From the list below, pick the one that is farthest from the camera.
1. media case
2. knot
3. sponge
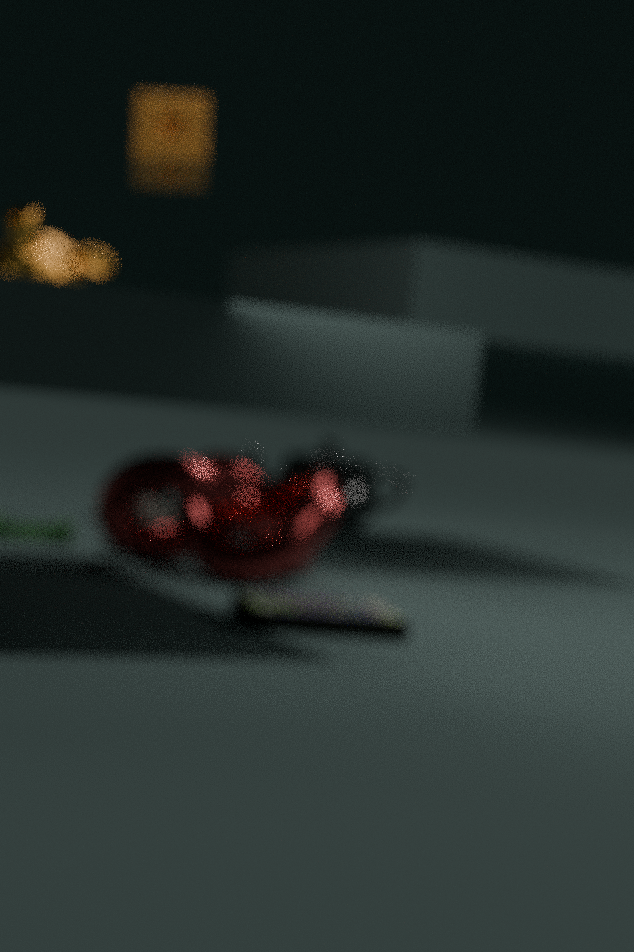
sponge
